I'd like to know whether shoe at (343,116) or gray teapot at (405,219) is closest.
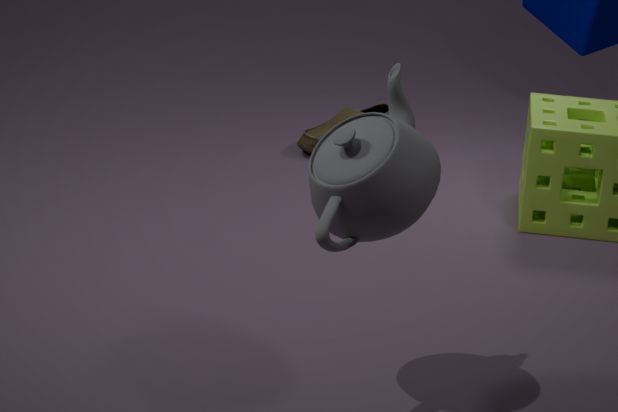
gray teapot at (405,219)
